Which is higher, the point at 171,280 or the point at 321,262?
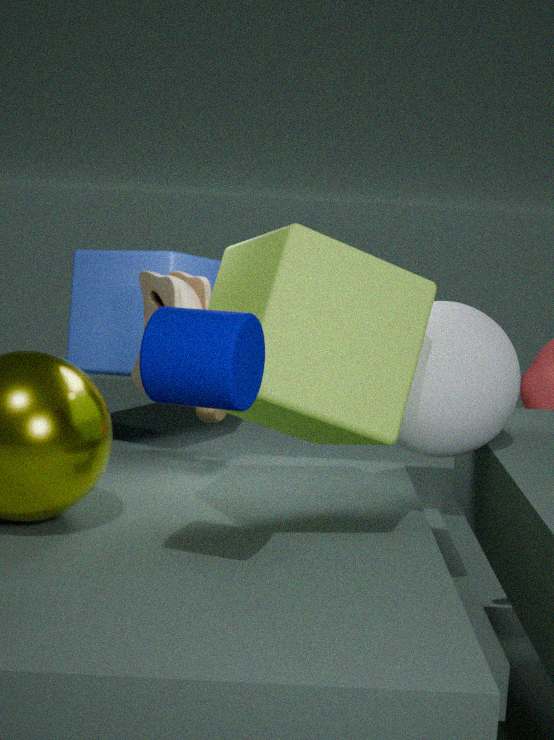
the point at 321,262
